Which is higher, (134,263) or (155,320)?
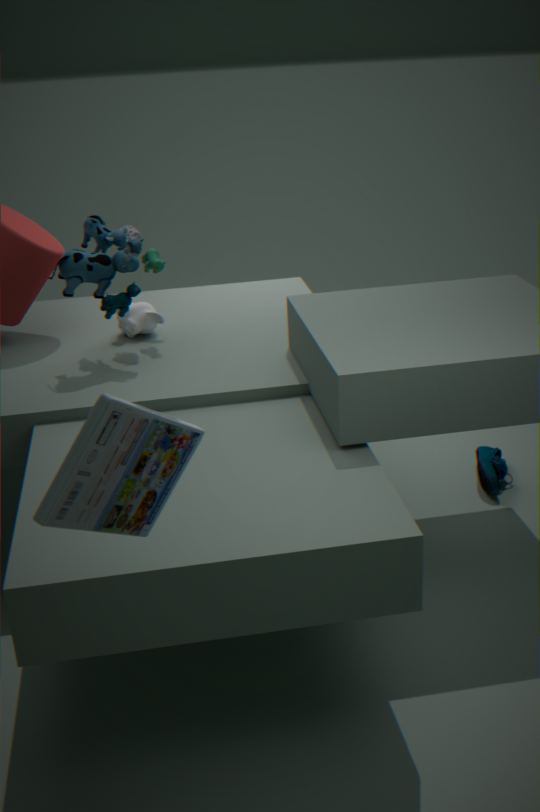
(134,263)
